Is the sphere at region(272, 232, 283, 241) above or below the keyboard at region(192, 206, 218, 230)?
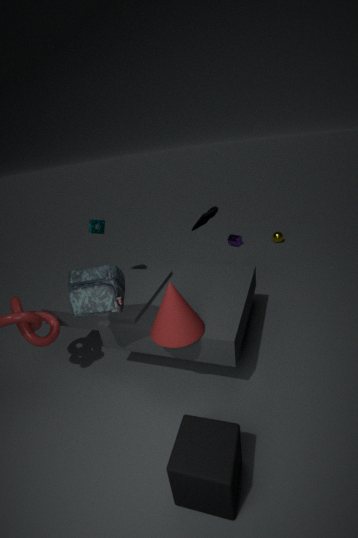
below
